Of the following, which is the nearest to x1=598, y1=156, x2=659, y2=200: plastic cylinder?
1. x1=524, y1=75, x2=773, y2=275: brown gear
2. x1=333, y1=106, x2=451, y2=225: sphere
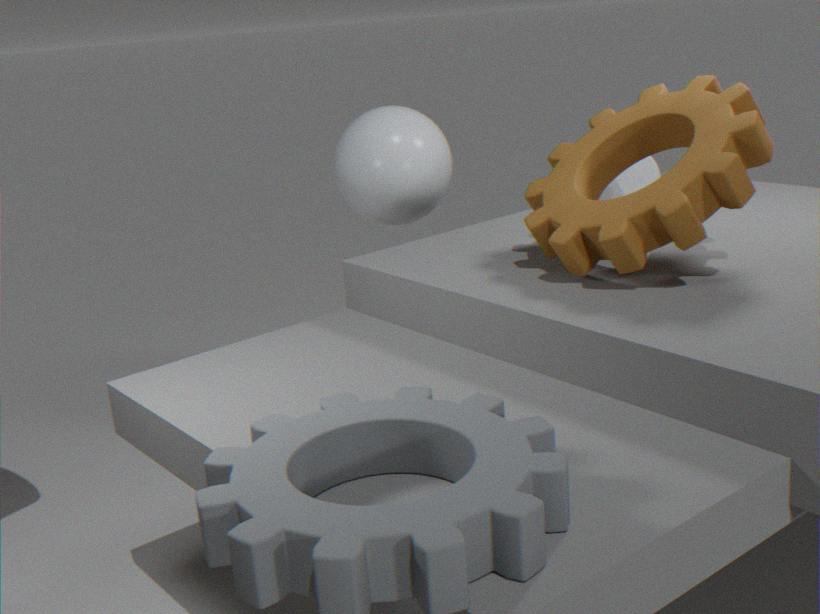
x1=524, y1=75, x2=773, y2=275: brown gear
